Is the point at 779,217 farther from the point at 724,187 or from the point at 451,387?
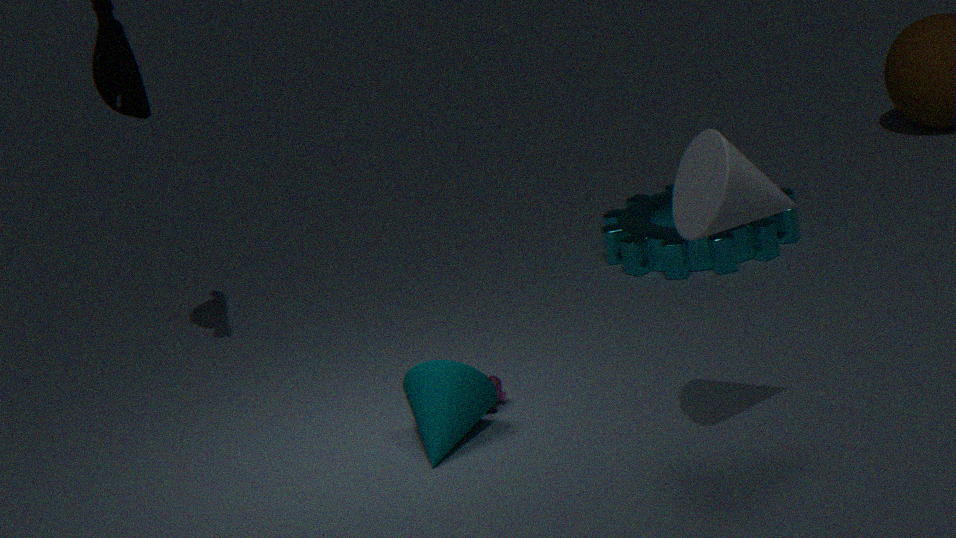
the point at 724,187
